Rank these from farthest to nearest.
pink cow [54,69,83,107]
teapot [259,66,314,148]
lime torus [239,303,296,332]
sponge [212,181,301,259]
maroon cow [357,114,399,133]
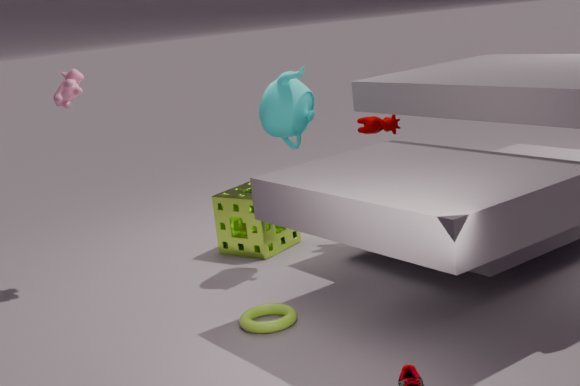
sponge [212,181,301,259] → maroon cow [357,114,399,133] → pink cow [54,69,83,107] → teapot [259,66,314,148] → lime torus [239,303,296,332]
